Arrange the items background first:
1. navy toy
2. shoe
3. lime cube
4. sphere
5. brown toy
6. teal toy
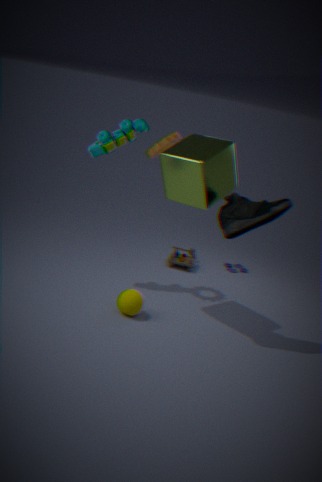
navy toy, brown toy, teal toy, sphere, lime cube, shoe
